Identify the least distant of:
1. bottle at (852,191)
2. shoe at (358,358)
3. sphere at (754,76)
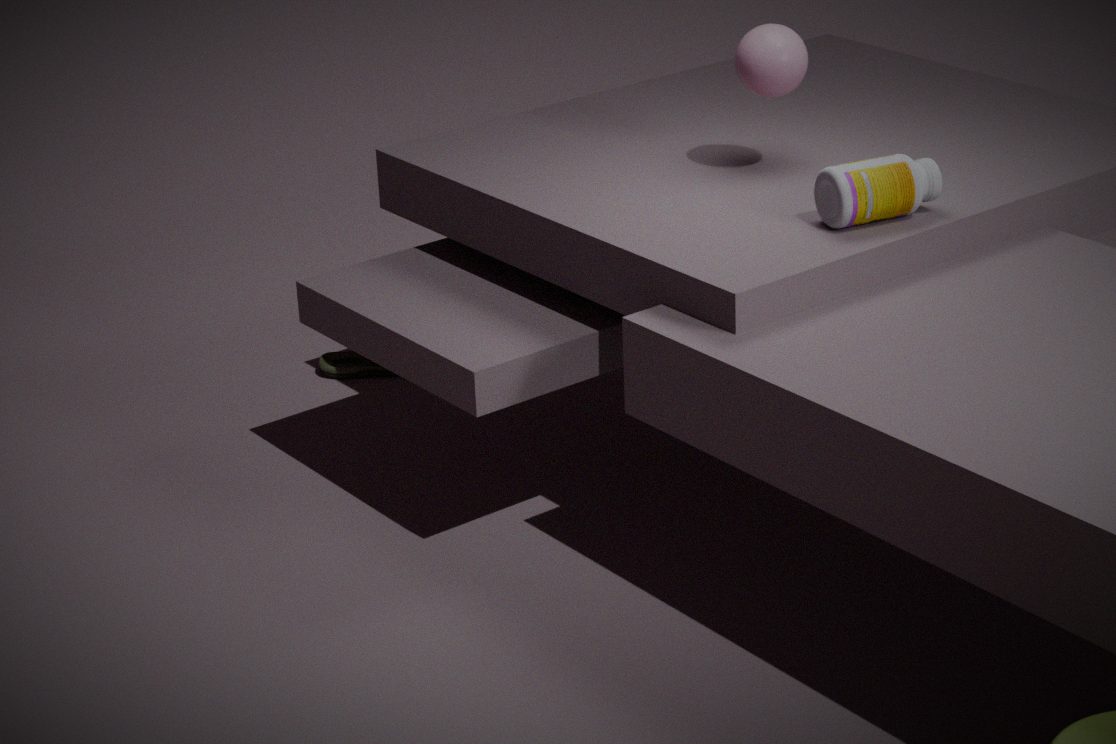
bottle at (852,191)
